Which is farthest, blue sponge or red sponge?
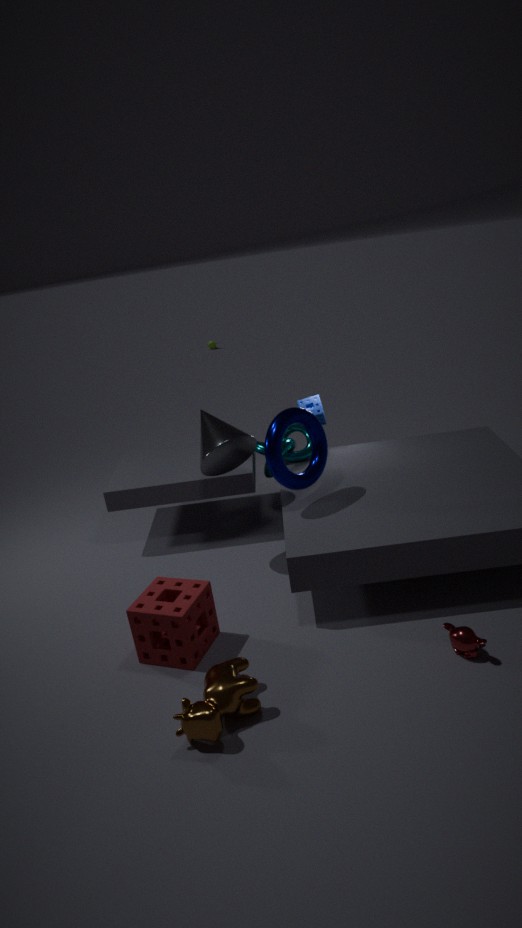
blue sponge
